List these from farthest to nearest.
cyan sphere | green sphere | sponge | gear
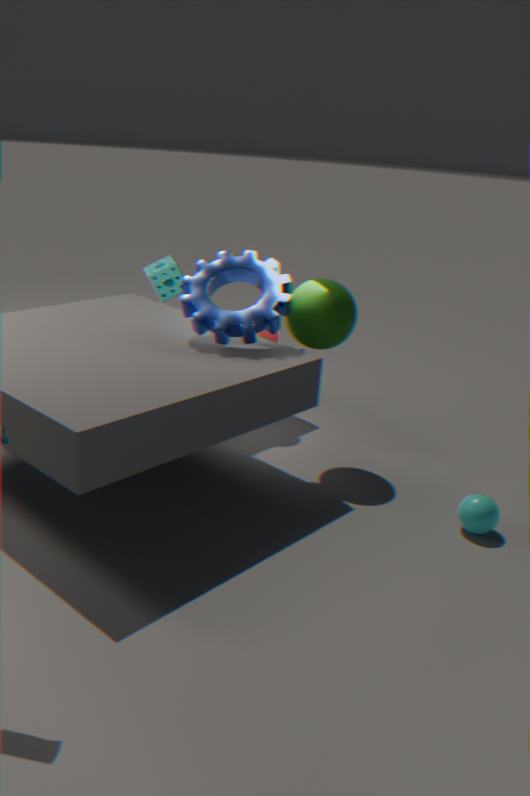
sponge → green sphere → gear → cyan sphere
